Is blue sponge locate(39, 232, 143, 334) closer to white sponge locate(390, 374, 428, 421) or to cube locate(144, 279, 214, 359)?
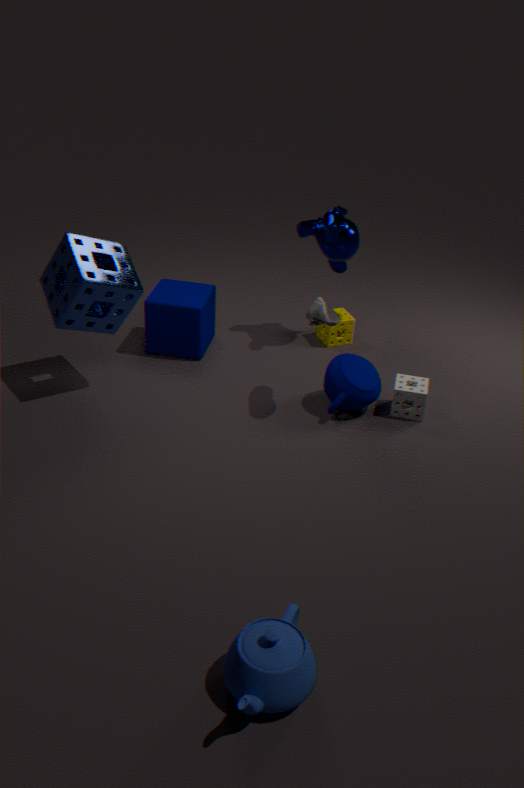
cube locate(144, 279, 214, 359)
